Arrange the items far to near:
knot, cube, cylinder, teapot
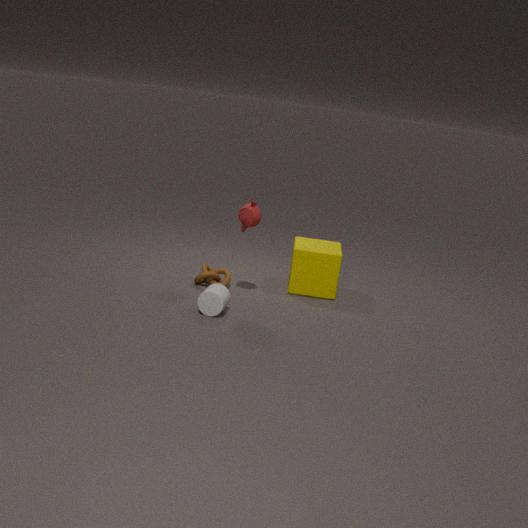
cube, knot, teapot, cylinder
